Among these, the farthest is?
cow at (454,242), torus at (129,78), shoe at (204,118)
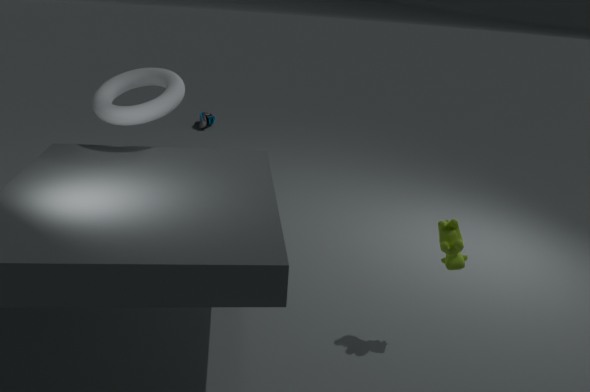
shoe at (204,118)
